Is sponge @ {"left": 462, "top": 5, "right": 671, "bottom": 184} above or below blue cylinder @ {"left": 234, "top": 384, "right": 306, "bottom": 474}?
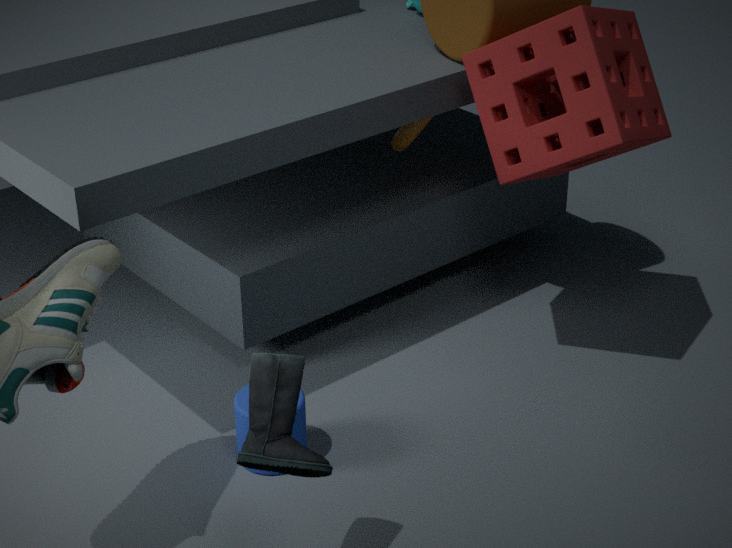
above
